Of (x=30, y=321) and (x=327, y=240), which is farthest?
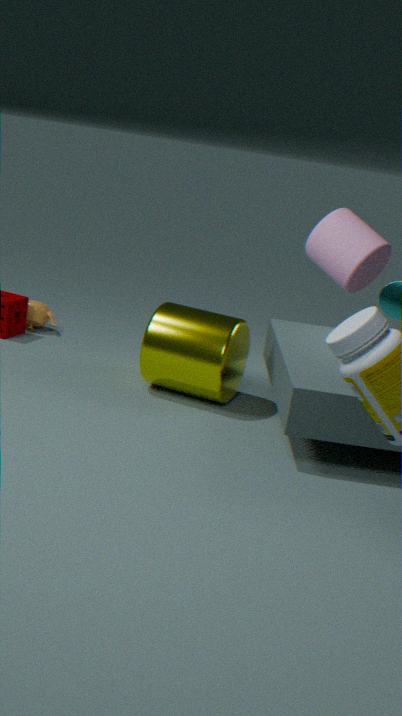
(x=30, y=321)
